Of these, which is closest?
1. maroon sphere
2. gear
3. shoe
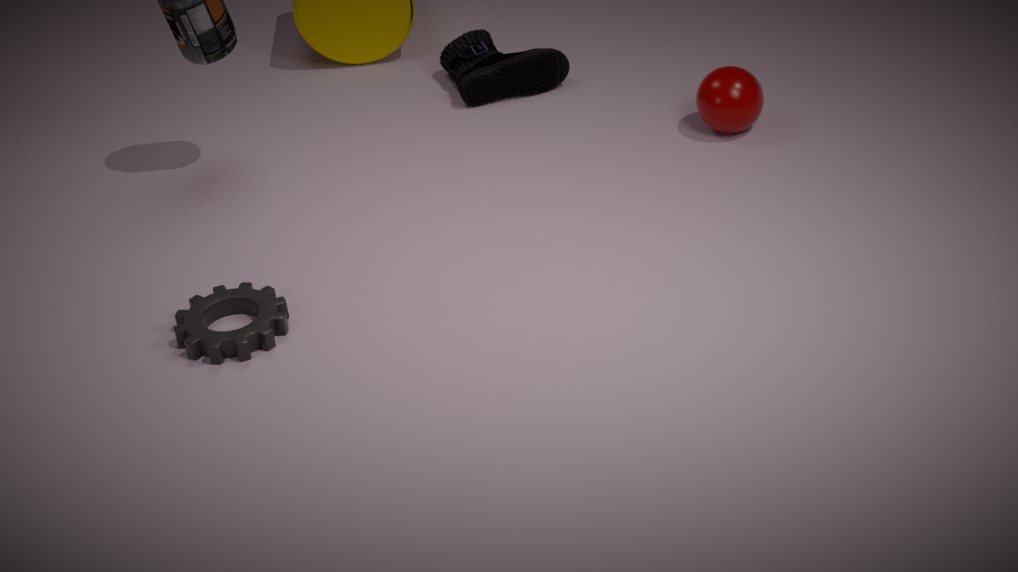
gear
